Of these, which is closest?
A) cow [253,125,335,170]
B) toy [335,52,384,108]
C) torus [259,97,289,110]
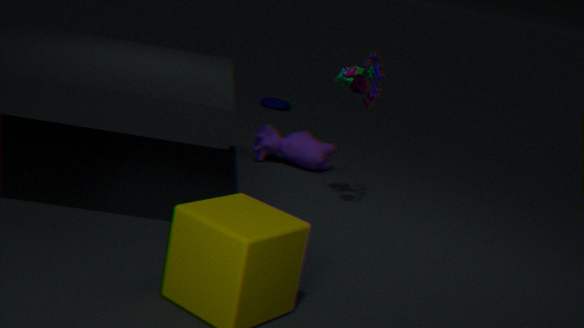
toy [335,52,384,108]
